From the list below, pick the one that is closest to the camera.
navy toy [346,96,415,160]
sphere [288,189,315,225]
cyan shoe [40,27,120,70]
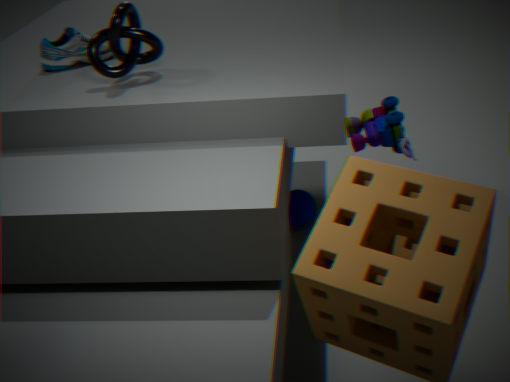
navy toy [346,96,415,160]
